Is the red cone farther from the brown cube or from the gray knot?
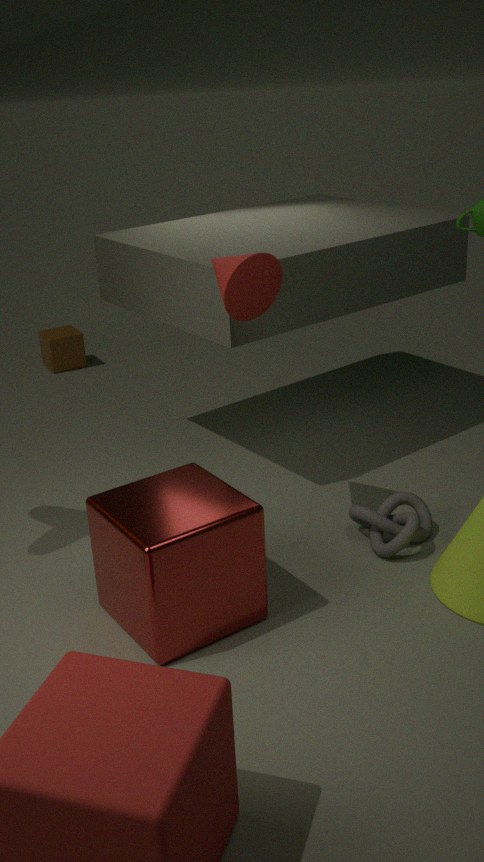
the brown cube
